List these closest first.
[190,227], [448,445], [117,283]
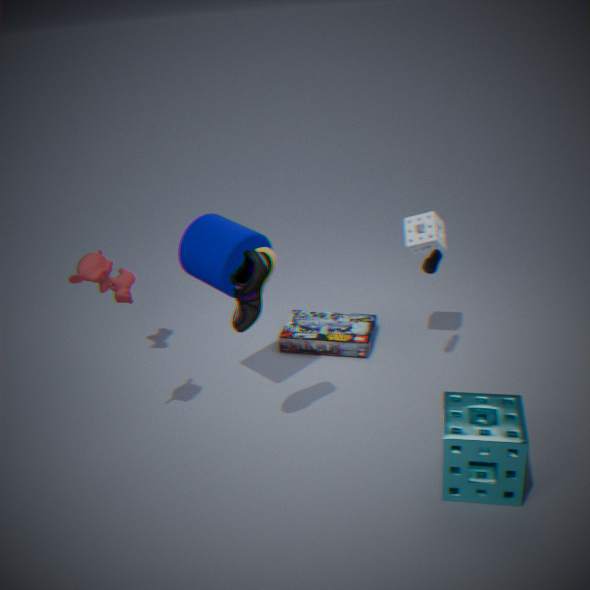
[448,445]
[190,227]
[117,283]
